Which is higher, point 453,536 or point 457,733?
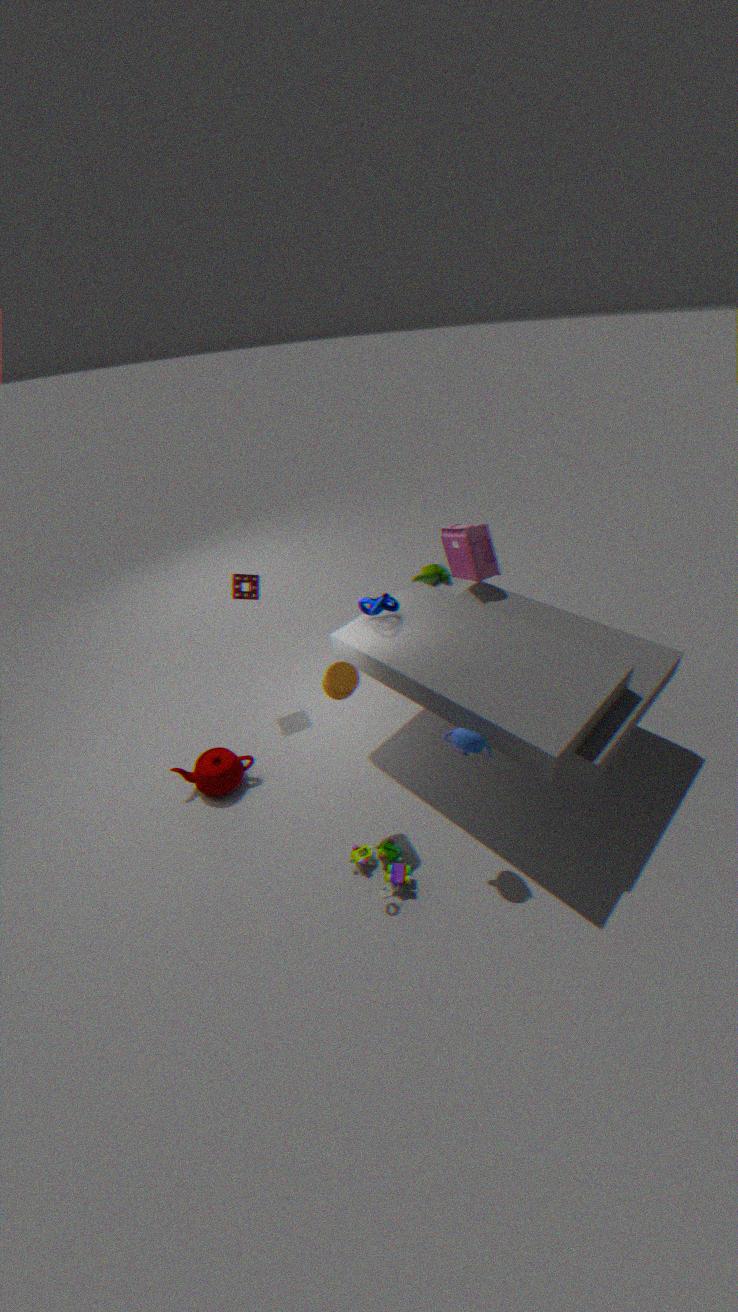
point 453,536
